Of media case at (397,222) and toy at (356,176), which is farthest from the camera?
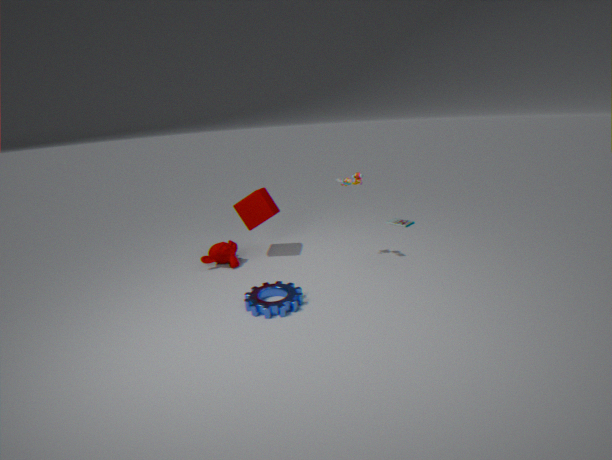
media case at (397,222)
